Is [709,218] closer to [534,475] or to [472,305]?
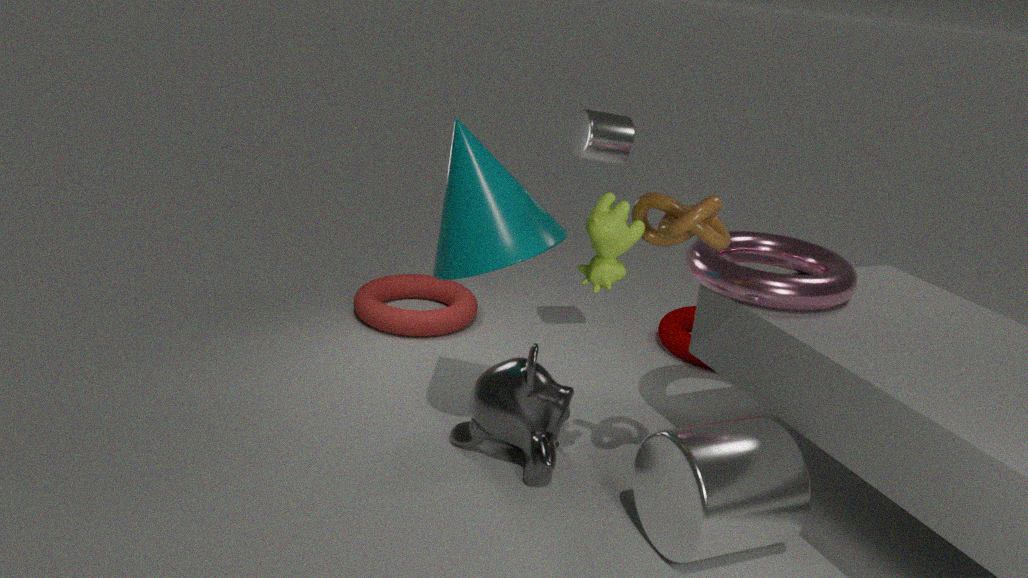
[534,475]
